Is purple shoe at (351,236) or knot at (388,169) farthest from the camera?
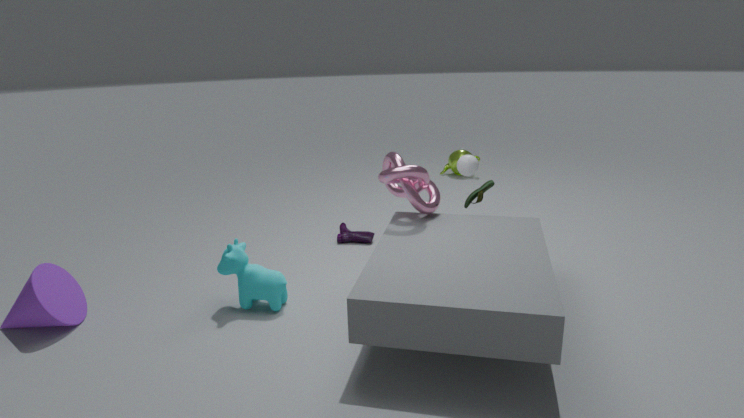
purple shoe at (351,236)
